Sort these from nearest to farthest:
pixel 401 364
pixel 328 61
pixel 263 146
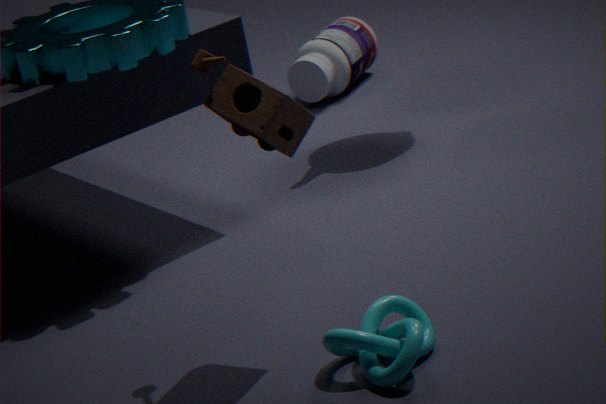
pixel 401 364, pixel 263 146, pixel 328 61
